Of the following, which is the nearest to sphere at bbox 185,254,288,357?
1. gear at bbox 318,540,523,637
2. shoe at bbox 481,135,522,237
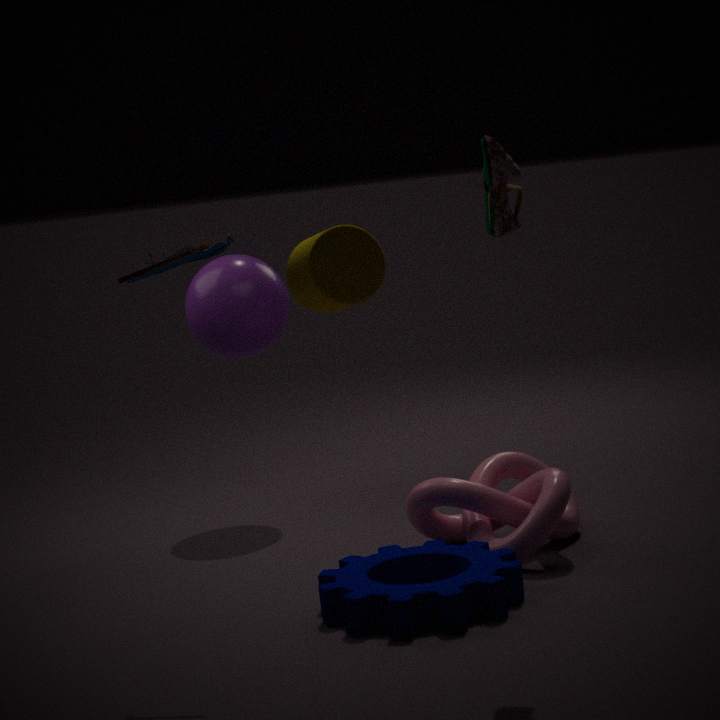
gear at bbox 318,540,523,637
